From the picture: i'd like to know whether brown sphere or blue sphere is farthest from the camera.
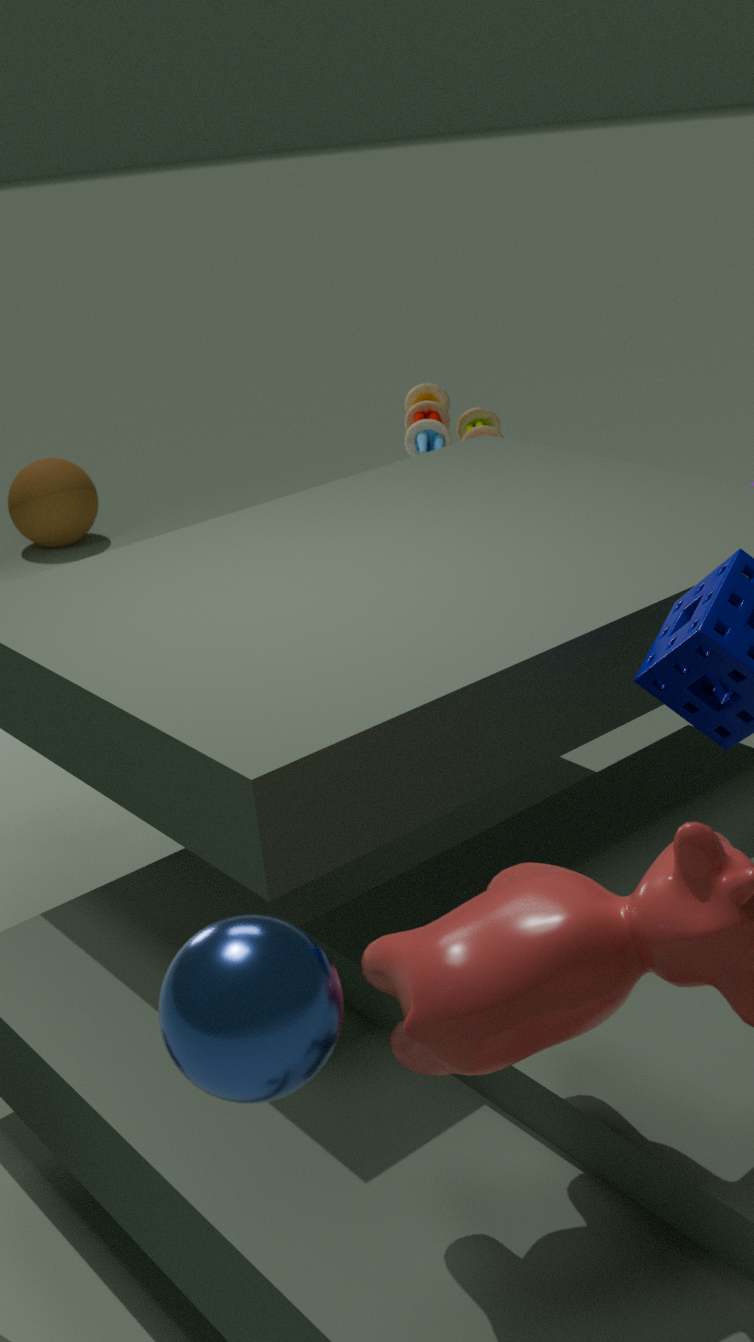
brown sphere
